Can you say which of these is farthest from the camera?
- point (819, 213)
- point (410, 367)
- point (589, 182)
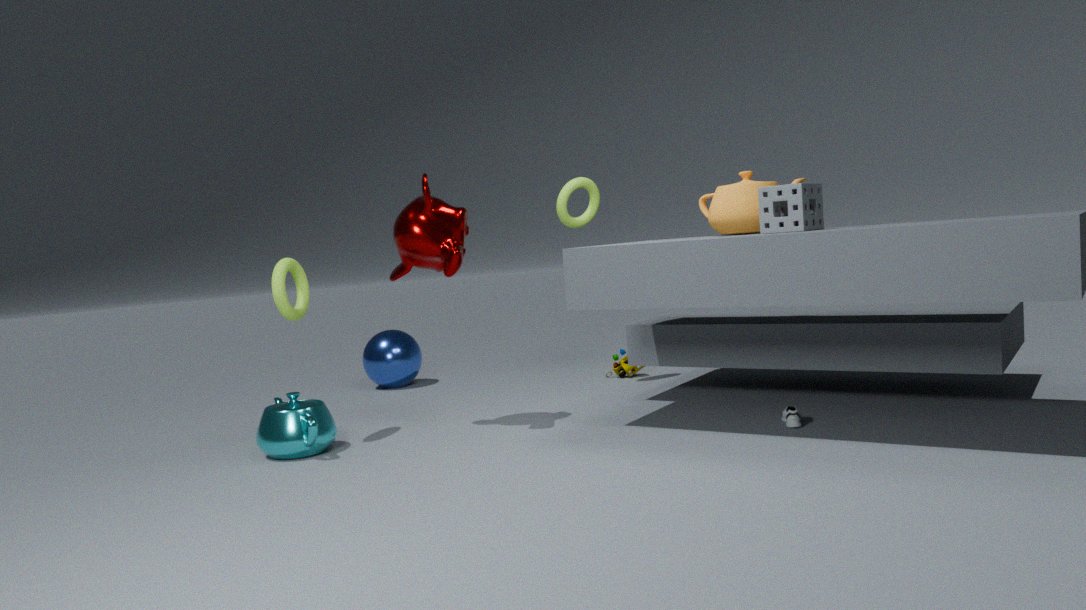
point (410, 367)
